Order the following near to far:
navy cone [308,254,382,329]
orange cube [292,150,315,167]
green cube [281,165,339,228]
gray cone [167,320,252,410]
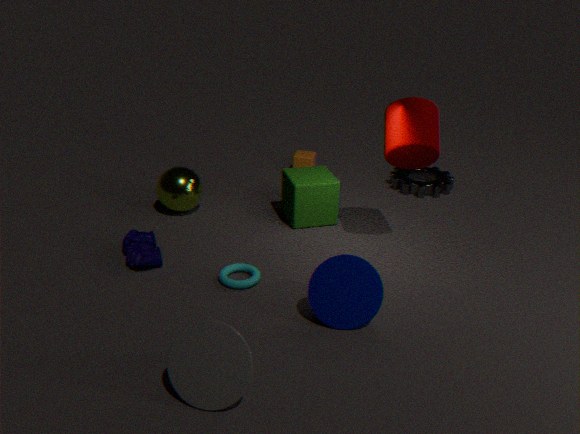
gray cone [167,320,252,410] → navy cone [308,254,382,329] → green cube [281,165,339,228] → orange cube [292,150,315,167]
